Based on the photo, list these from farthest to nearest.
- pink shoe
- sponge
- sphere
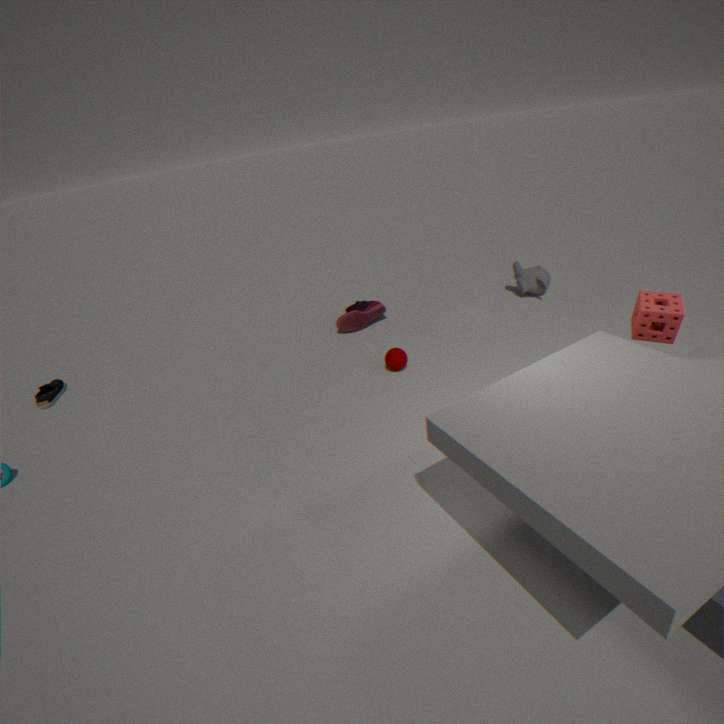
pink shoe
sphere
sponge
